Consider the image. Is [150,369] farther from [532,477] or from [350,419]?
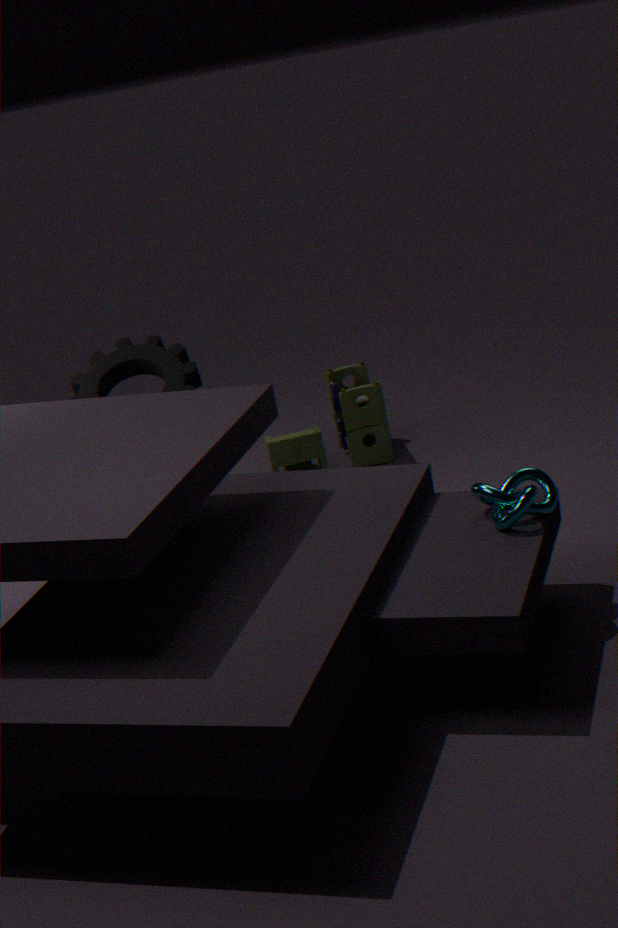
[532,477]
